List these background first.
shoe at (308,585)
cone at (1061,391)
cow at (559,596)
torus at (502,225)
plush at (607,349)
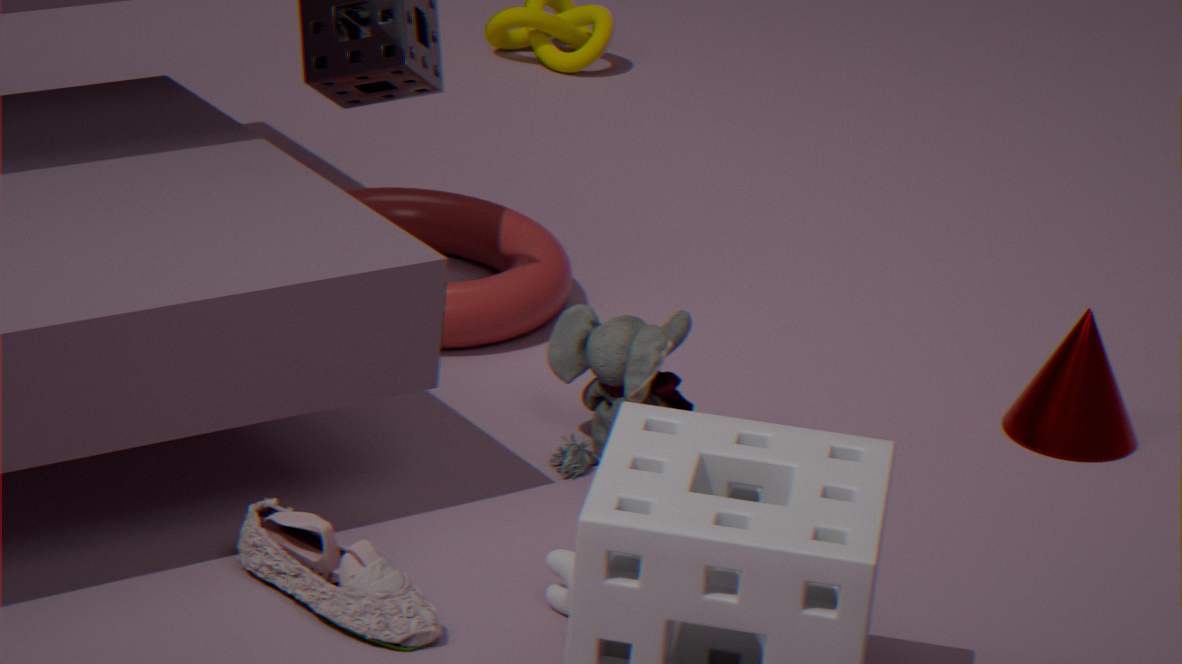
torus at (502,225)
cone at (1061,391)
plush at (607,349)
cow at (559,596)
shoe at (308,585)
